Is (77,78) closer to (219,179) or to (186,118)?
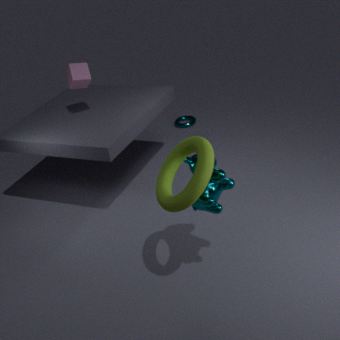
(186,118)
